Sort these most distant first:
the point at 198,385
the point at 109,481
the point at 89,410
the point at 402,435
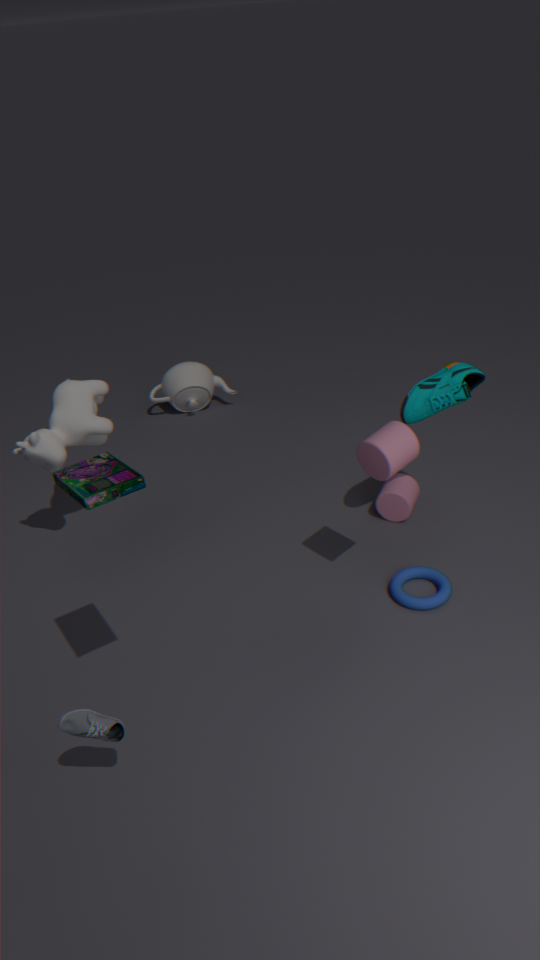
the point at 198,385 < the point at 89,410 < the point at 402,435 < the point at 109,481
